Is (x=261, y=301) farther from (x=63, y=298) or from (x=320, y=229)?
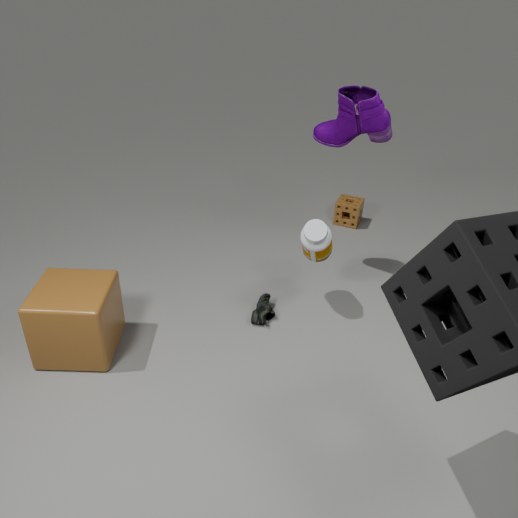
(x=63, y=298)
